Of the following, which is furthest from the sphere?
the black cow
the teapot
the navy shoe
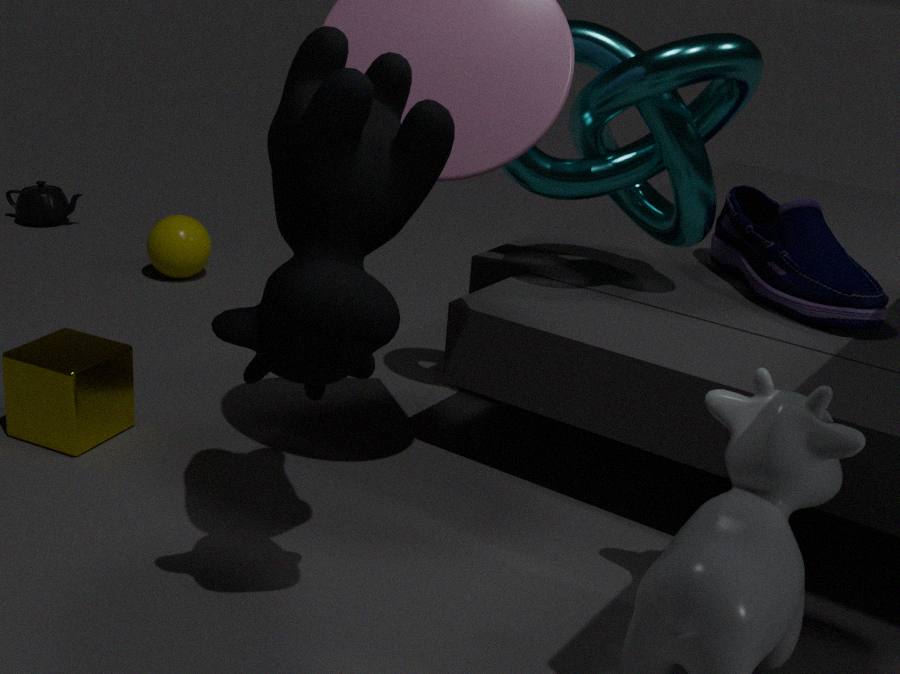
the black cow
